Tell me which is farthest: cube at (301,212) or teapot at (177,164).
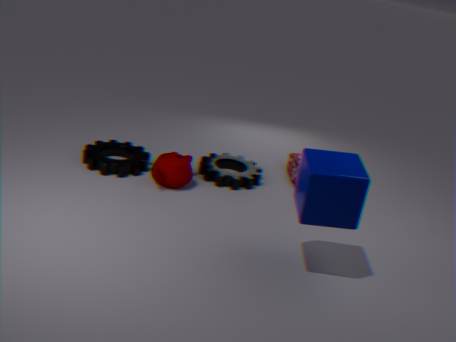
teapot at (177,164)
